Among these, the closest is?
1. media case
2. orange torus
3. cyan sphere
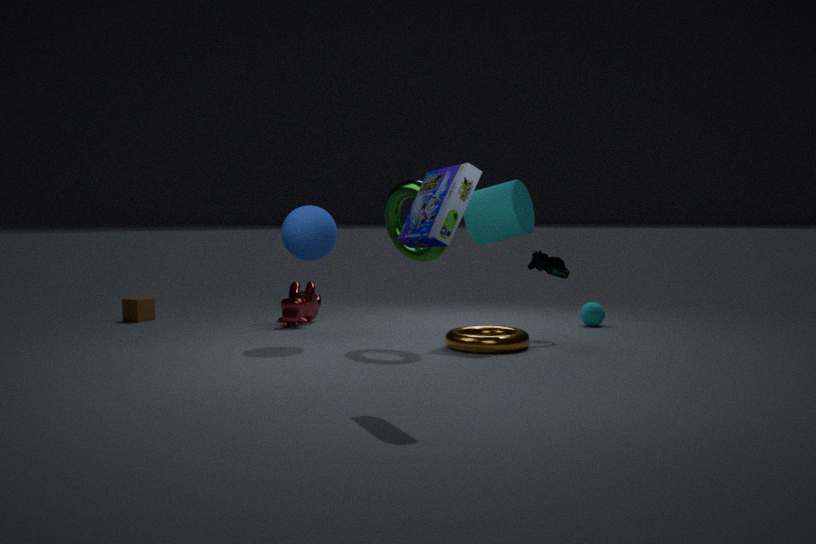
media case
